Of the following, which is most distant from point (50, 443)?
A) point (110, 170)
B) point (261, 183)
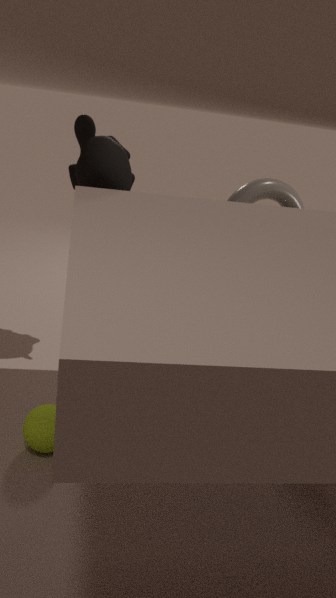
point (261, 183)
